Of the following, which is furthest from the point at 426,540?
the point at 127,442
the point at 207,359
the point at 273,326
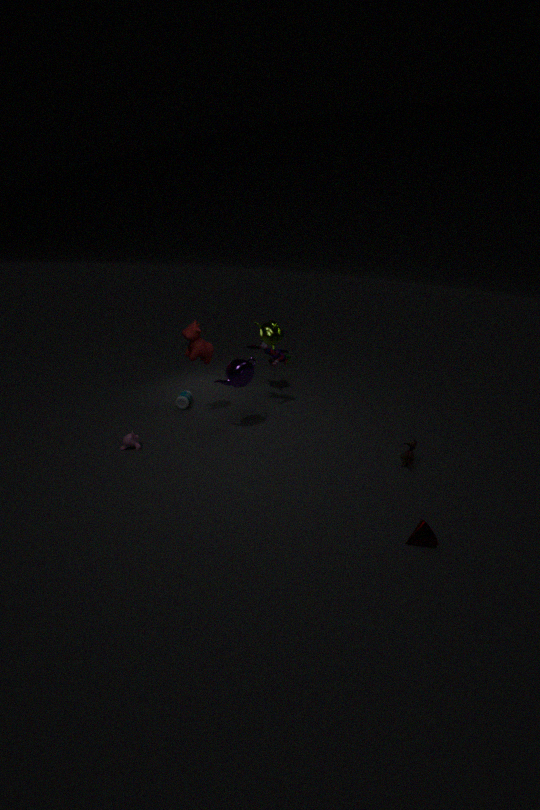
the point at 273,326
